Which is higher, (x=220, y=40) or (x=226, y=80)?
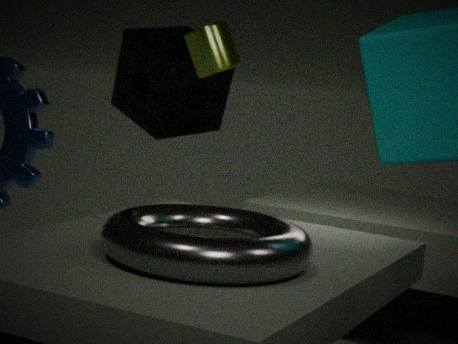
(x=220, y=40)
